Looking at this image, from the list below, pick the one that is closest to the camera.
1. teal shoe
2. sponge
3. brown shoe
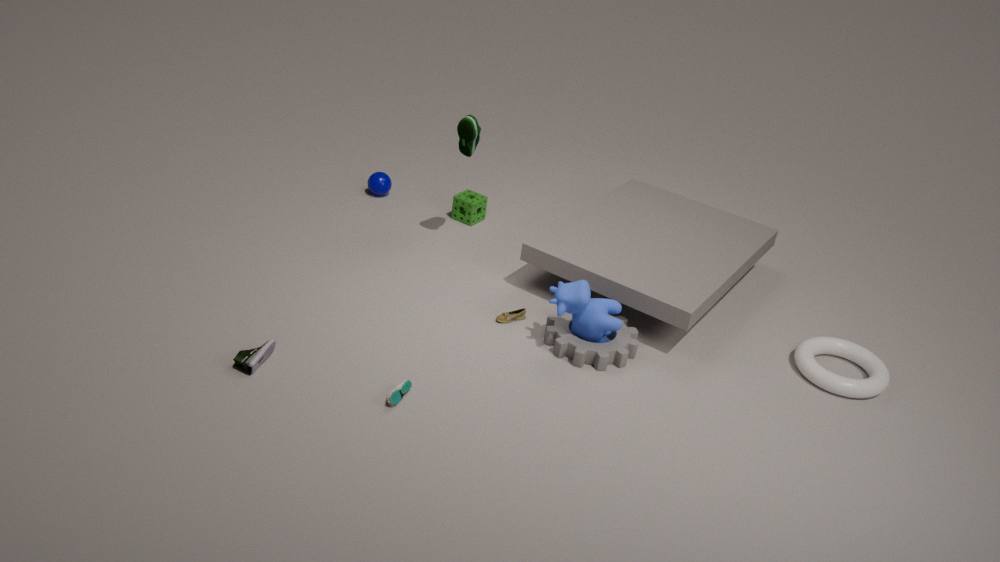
teal shoe
